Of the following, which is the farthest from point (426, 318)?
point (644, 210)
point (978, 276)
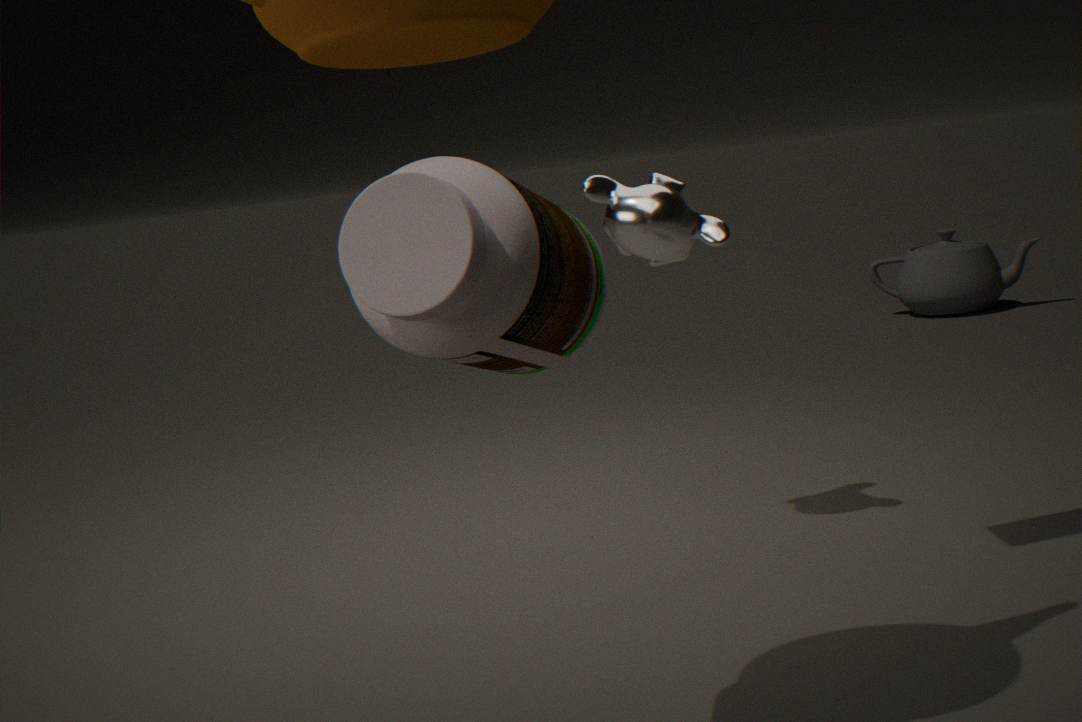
point (978, 276)
